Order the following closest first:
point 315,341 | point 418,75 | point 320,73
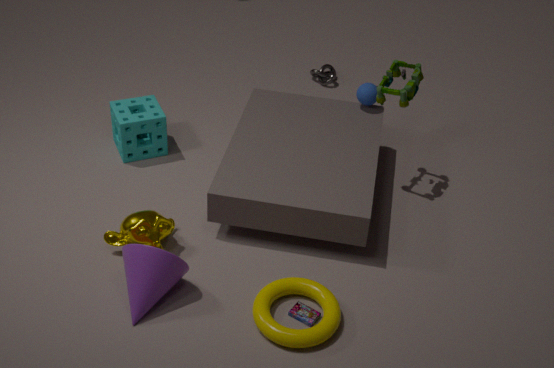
point 315,341
point 418,75
point 320,73
